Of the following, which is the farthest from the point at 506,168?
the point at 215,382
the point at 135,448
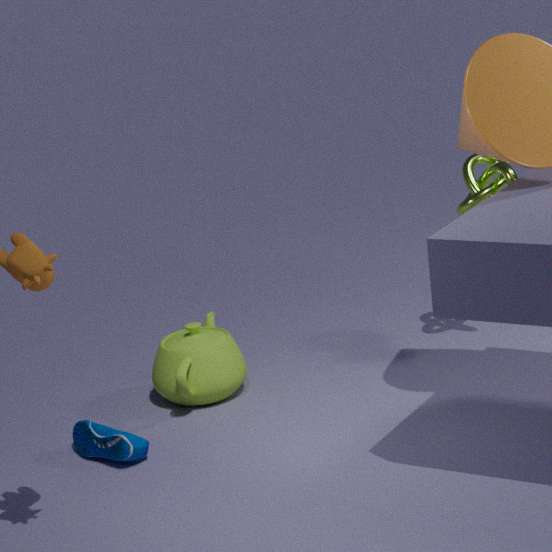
the point at 135,448
